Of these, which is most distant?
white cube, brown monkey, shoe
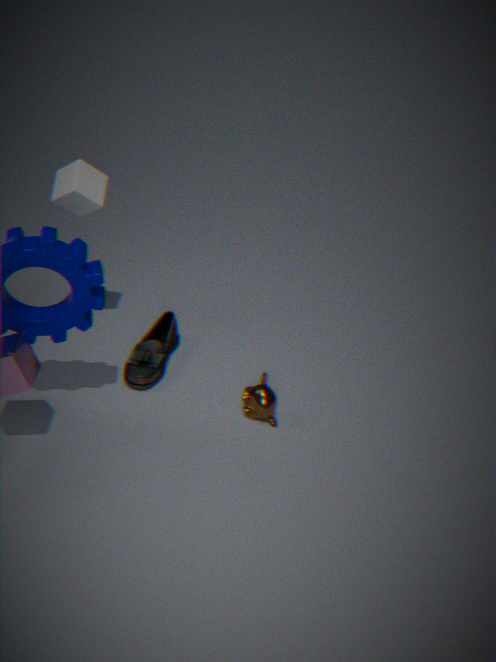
shoe
